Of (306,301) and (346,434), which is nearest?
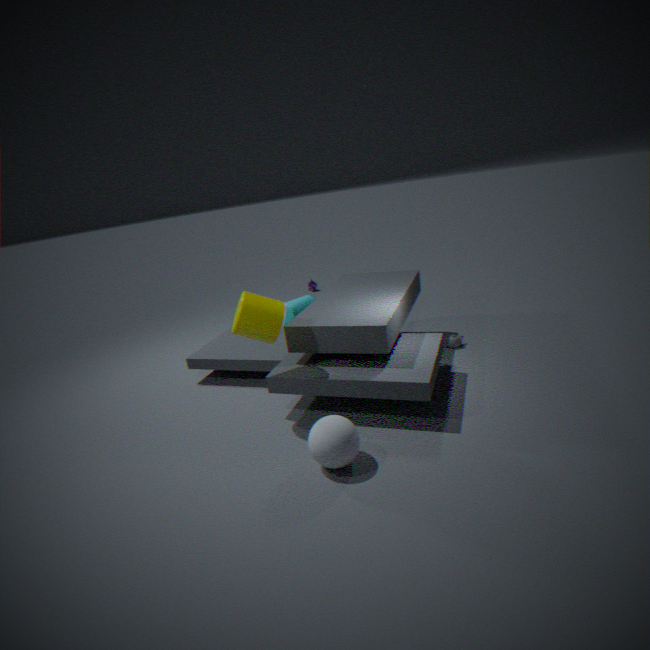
(346,434)
